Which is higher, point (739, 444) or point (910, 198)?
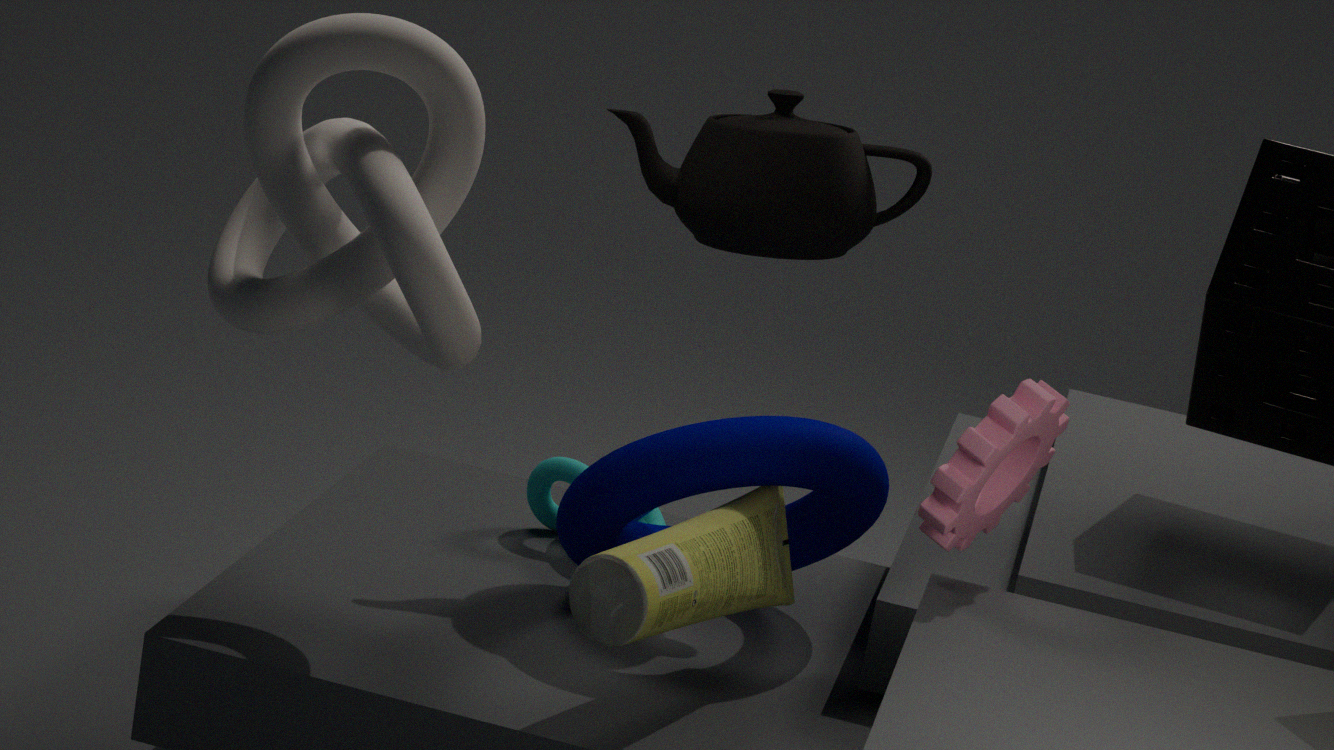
point (910, 198)
